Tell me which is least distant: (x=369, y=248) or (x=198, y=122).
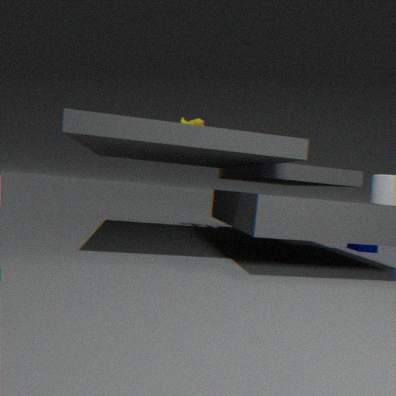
(x=369, y=248)
